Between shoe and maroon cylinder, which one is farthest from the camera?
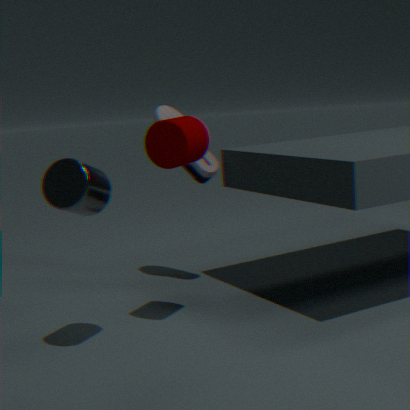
shoe
